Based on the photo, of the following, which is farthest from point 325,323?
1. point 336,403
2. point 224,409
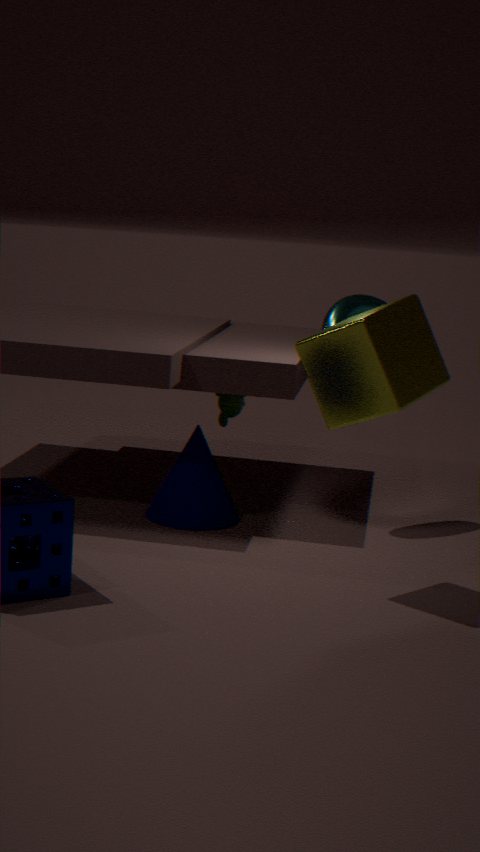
point 336,403
